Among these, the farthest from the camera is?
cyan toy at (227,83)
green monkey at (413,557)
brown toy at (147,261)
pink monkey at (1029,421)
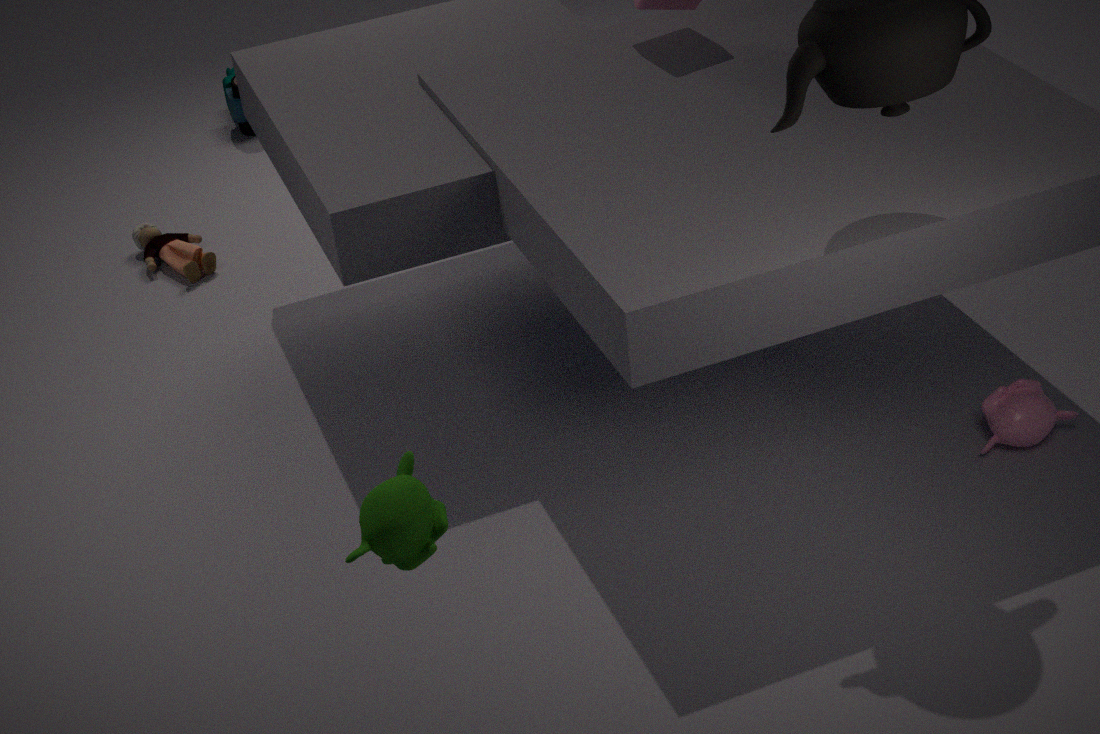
cyan toy at (227,83)
